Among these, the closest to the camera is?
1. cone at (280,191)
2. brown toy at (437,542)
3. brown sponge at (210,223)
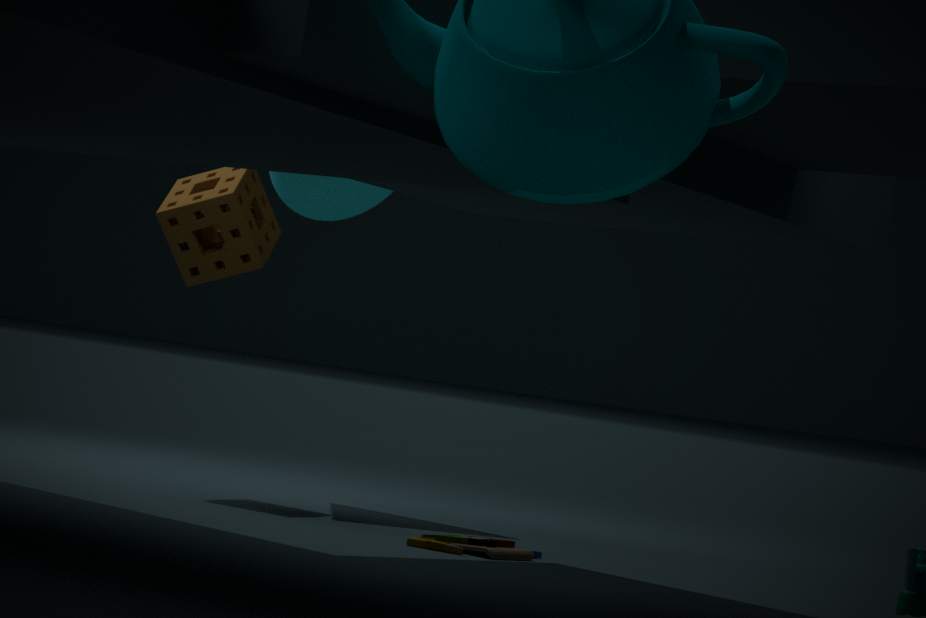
brown toy at (437,542)
